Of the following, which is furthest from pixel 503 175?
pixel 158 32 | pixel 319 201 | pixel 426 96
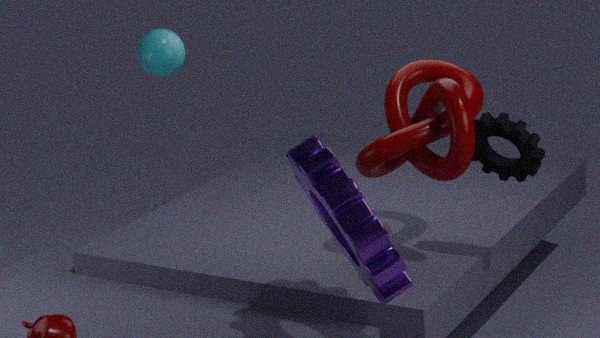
pixel 158 32
